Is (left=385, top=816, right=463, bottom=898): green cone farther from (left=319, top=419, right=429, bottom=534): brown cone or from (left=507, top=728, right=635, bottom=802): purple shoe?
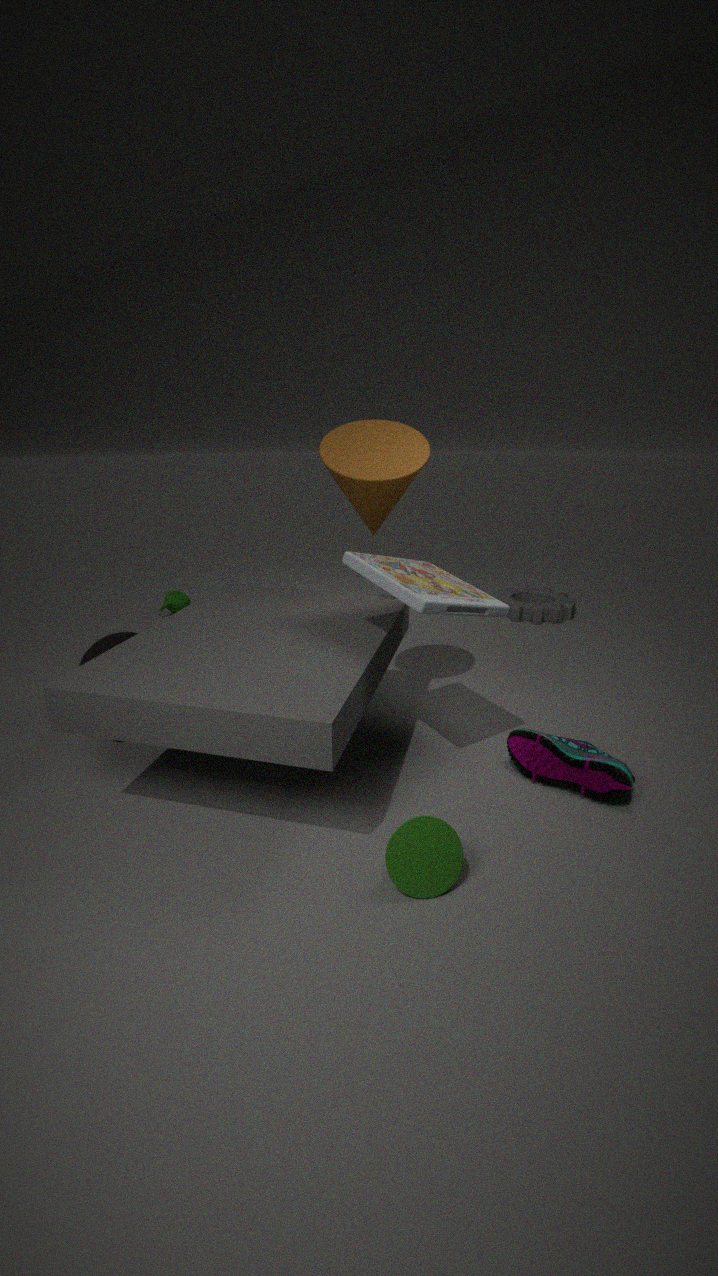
(left=319, top=419, right=429, bottom=534): brown cone
